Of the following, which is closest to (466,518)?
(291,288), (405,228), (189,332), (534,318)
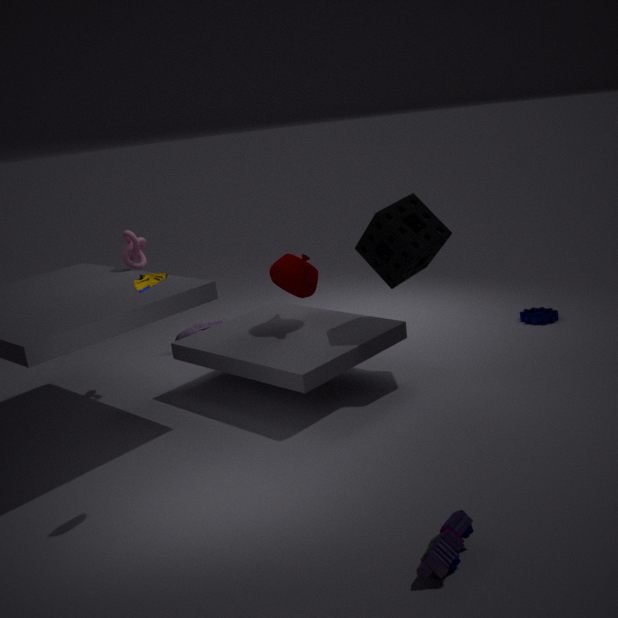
(405,228)
